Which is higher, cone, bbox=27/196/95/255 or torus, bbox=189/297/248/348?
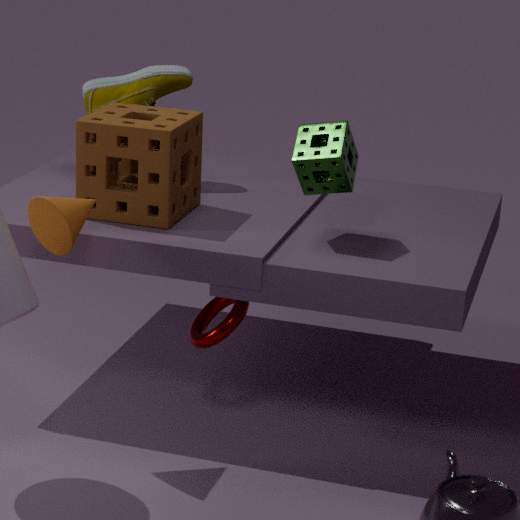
cone, bbox=27/196/95/255
